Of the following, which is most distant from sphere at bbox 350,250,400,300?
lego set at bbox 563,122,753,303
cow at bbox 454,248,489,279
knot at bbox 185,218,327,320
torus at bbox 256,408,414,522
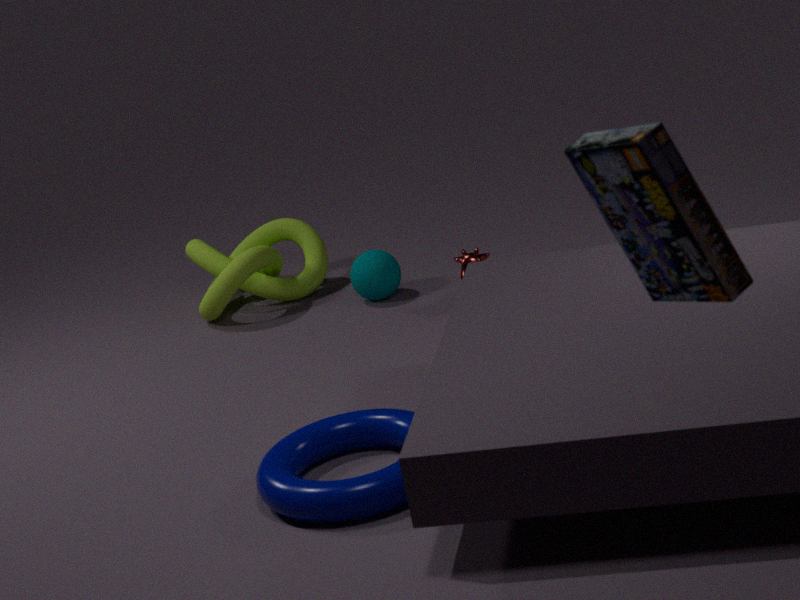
lego set at bbox 563,122,753,303
